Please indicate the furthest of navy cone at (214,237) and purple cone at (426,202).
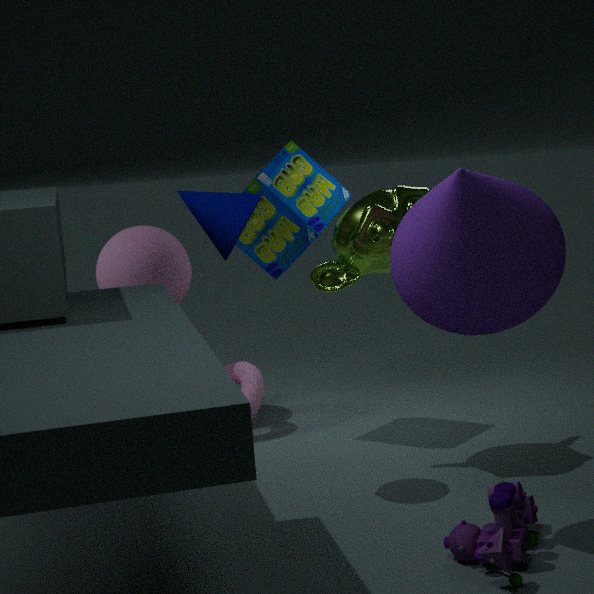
navy cone at (214,237)
